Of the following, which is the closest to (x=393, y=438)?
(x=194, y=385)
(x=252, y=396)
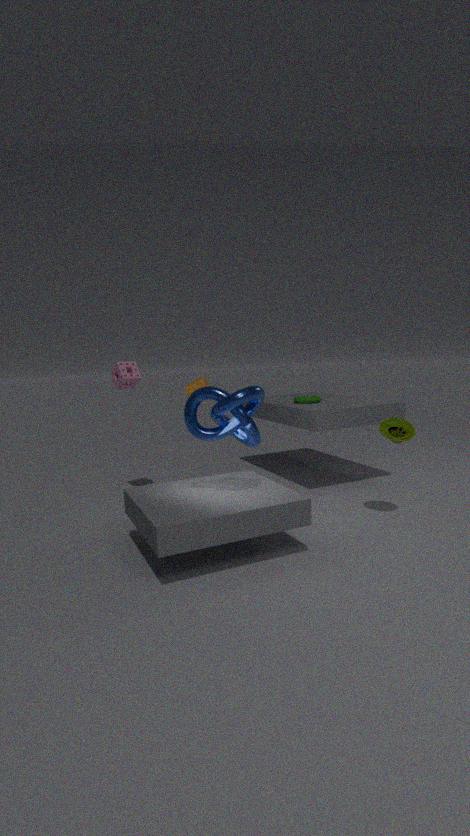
(x=252, y=396)
